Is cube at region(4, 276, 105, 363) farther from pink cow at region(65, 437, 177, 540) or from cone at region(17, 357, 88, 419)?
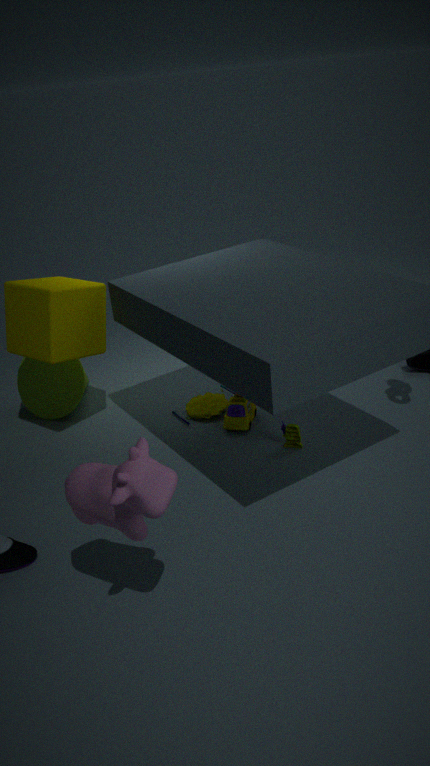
pink cow at region(65, 437, 177, 540)
